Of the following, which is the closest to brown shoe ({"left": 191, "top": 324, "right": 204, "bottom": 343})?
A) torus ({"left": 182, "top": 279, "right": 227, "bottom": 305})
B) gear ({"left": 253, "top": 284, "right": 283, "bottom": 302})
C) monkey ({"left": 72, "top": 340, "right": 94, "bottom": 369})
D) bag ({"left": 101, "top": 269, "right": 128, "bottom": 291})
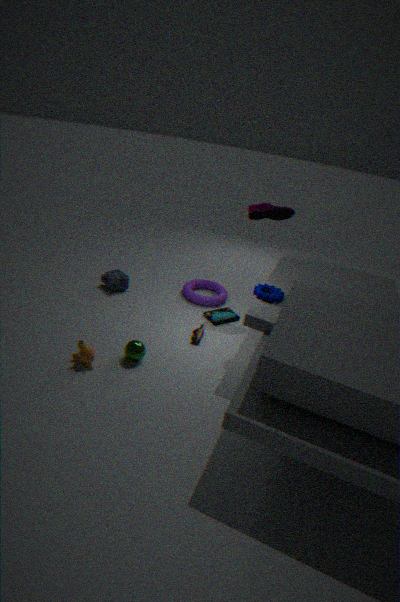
torus ({"left": 182, "top": 279, "right": 227, "bottom": 305})
